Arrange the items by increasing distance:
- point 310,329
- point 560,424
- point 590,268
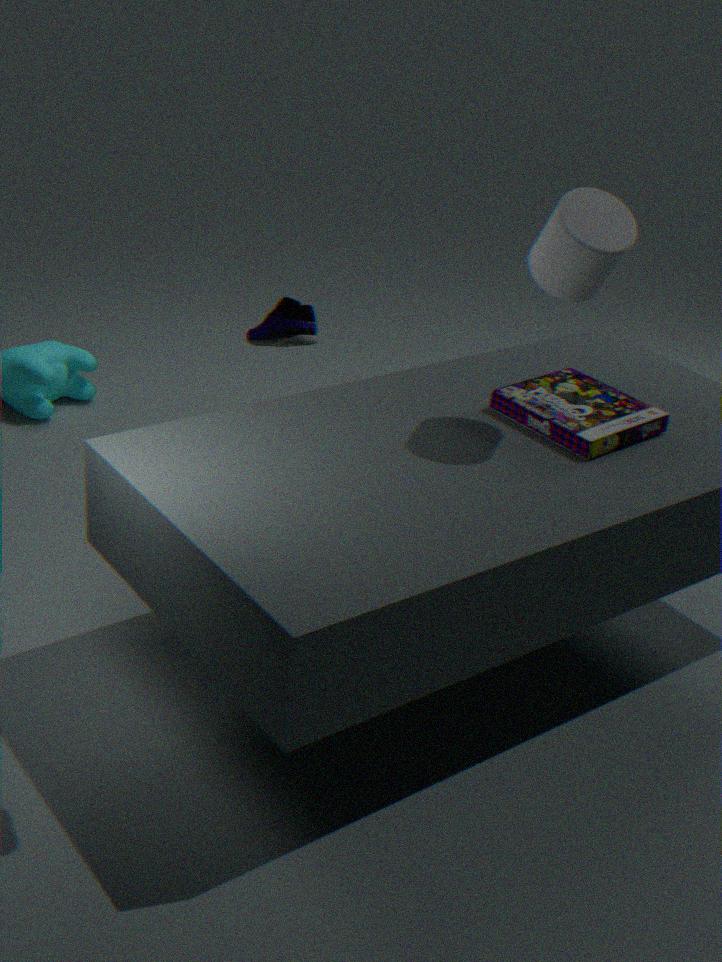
point 310,329
point 590,268
point 560,424
